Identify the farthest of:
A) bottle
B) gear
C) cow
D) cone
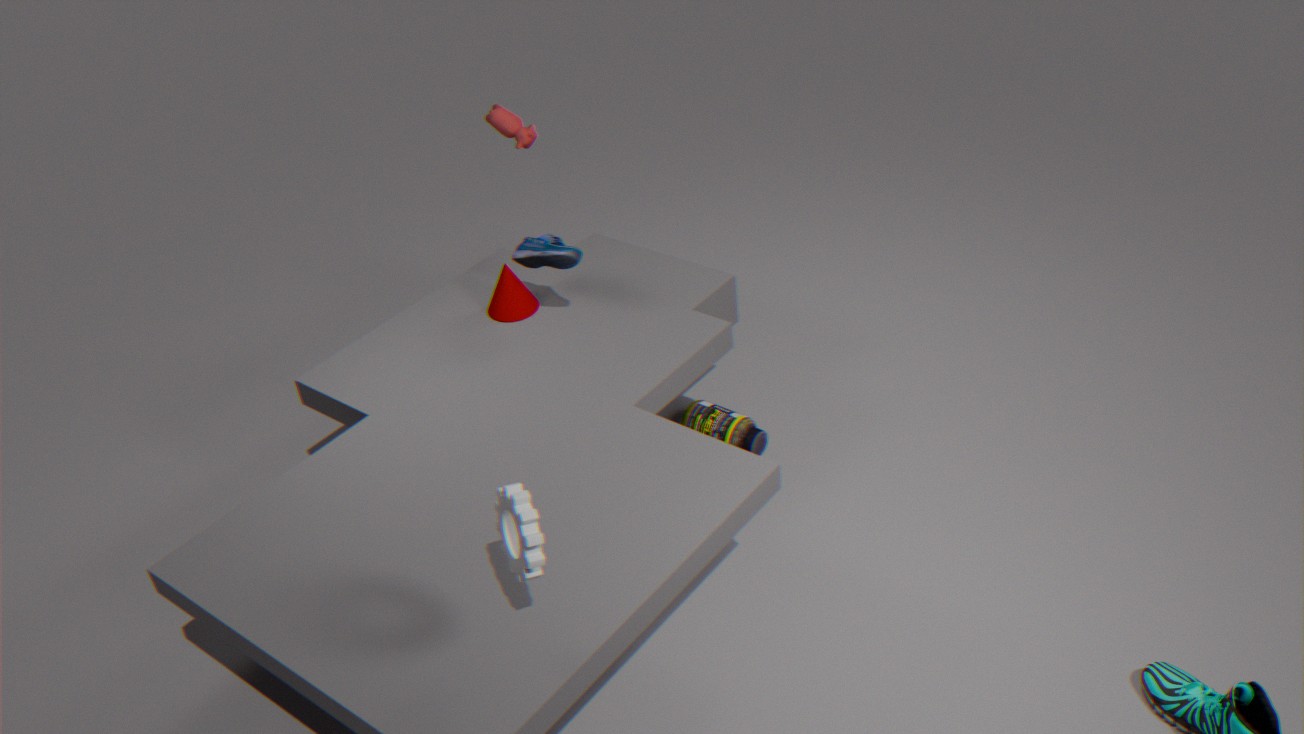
cow
